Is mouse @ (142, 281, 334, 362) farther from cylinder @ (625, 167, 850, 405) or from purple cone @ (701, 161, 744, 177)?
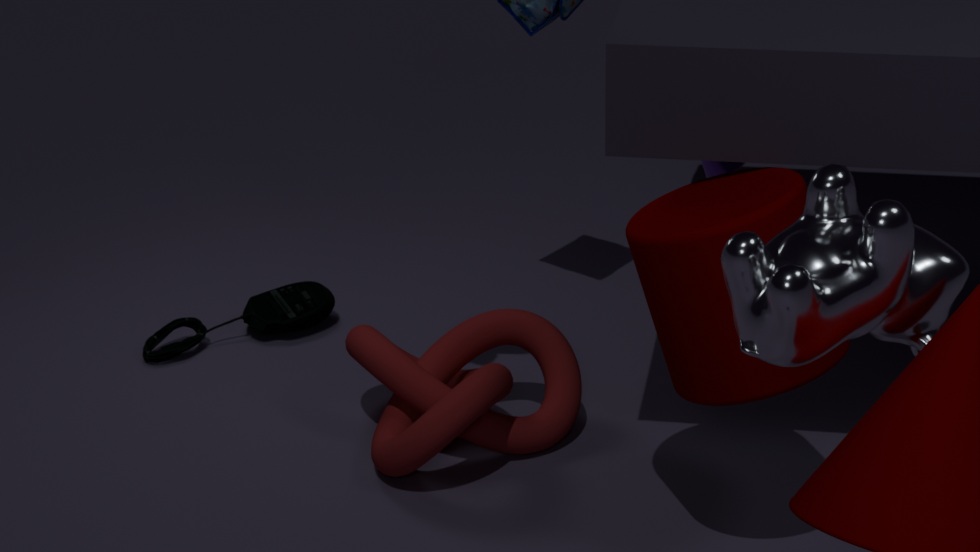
cylinder @ (625, 167, 850, 405)
